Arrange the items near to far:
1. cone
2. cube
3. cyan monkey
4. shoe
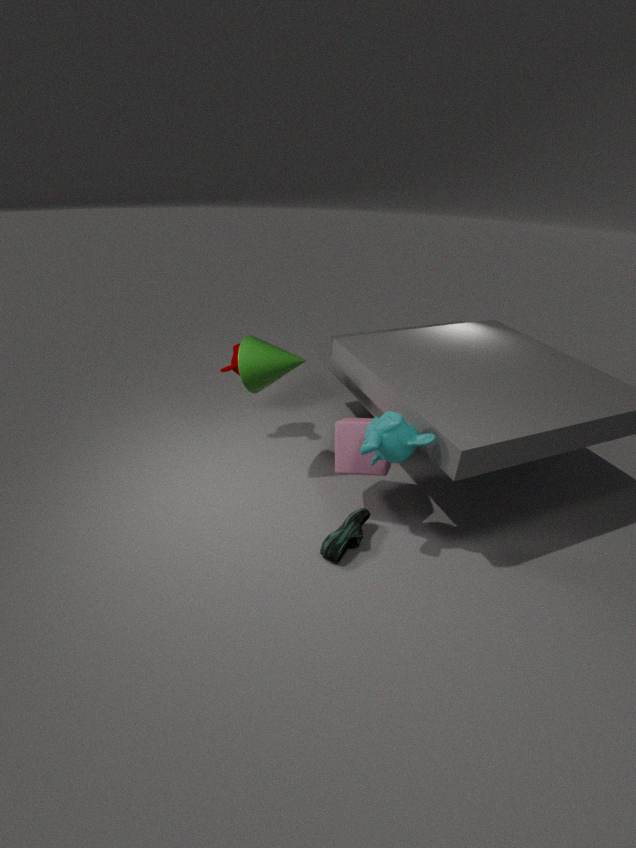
1. cyan monkey
2. shoe
3. cube
4. cone
